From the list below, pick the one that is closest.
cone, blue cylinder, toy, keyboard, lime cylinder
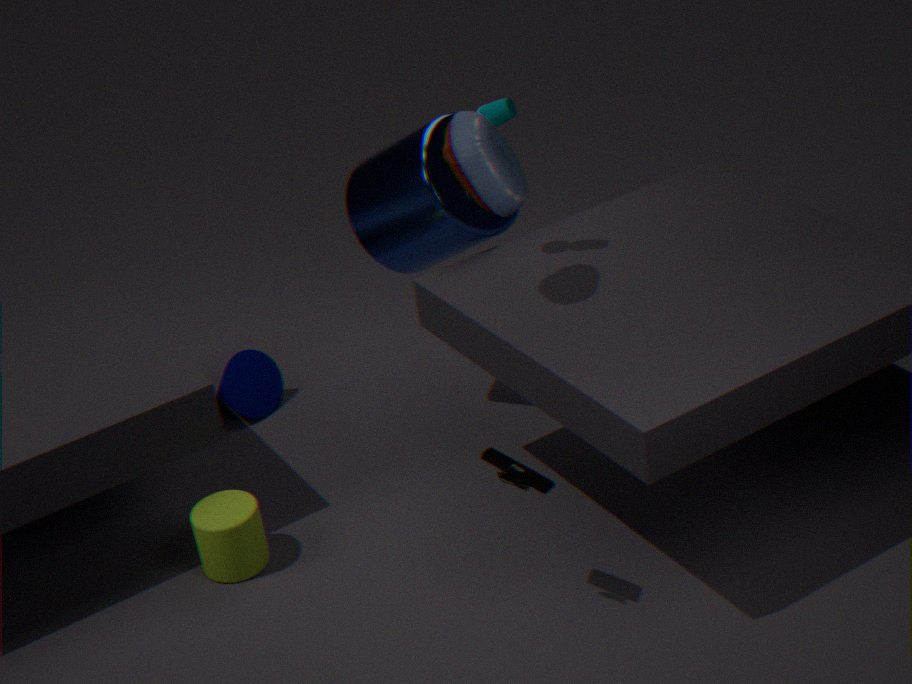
keyboard
